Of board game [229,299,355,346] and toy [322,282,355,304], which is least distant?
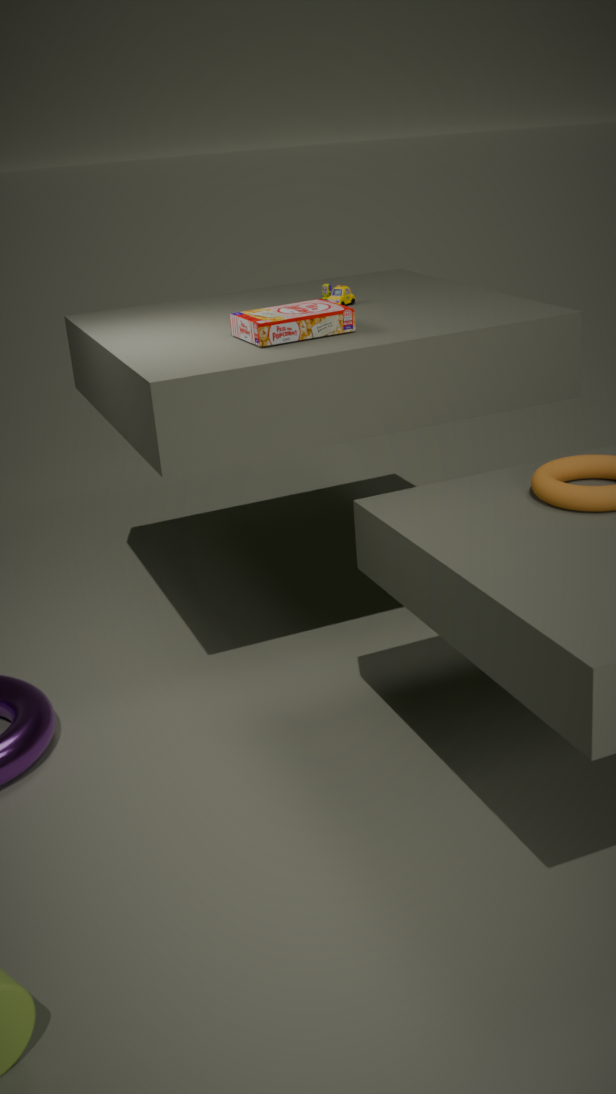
board game [229,299,355,346]
